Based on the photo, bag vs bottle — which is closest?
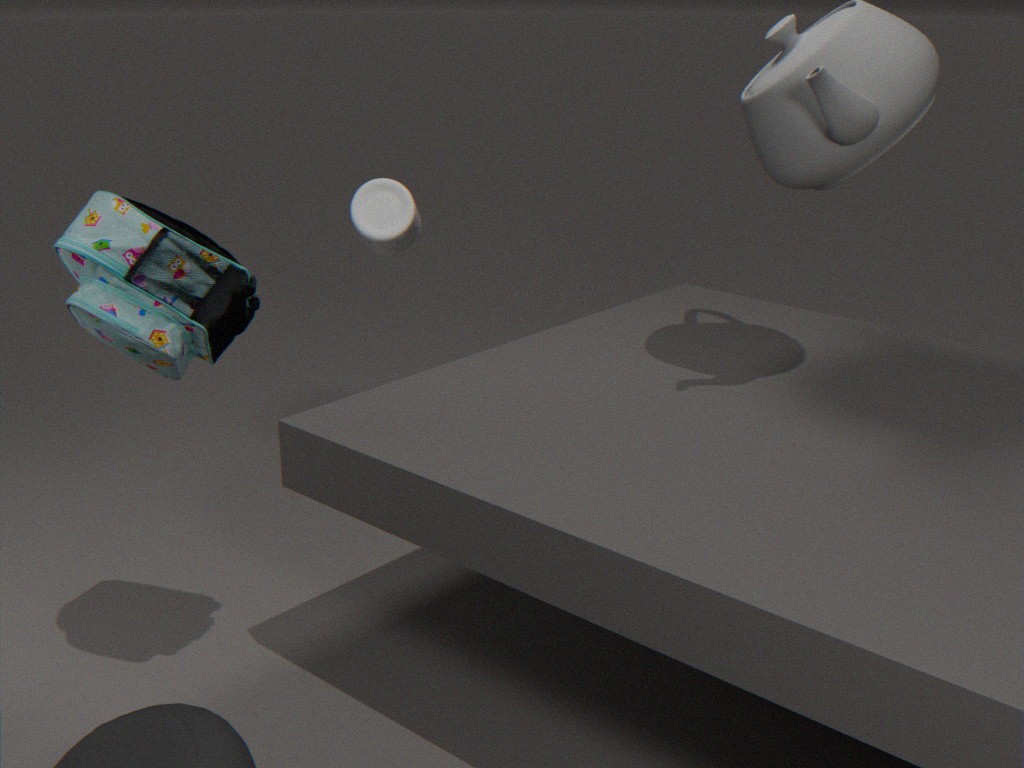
bag
